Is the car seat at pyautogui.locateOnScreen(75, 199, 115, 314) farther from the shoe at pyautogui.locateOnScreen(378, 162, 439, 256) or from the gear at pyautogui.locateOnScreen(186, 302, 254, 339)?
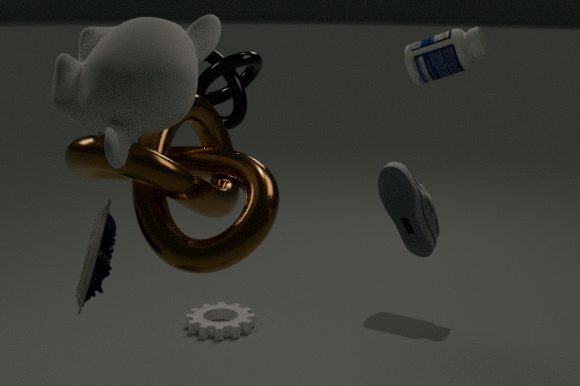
the gear at pyautogui.locateOnScreen(186, 302, 254, 339)
